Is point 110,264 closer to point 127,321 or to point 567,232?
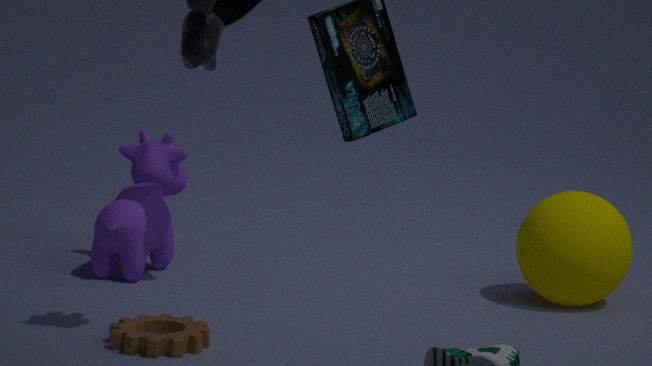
point 127,321
